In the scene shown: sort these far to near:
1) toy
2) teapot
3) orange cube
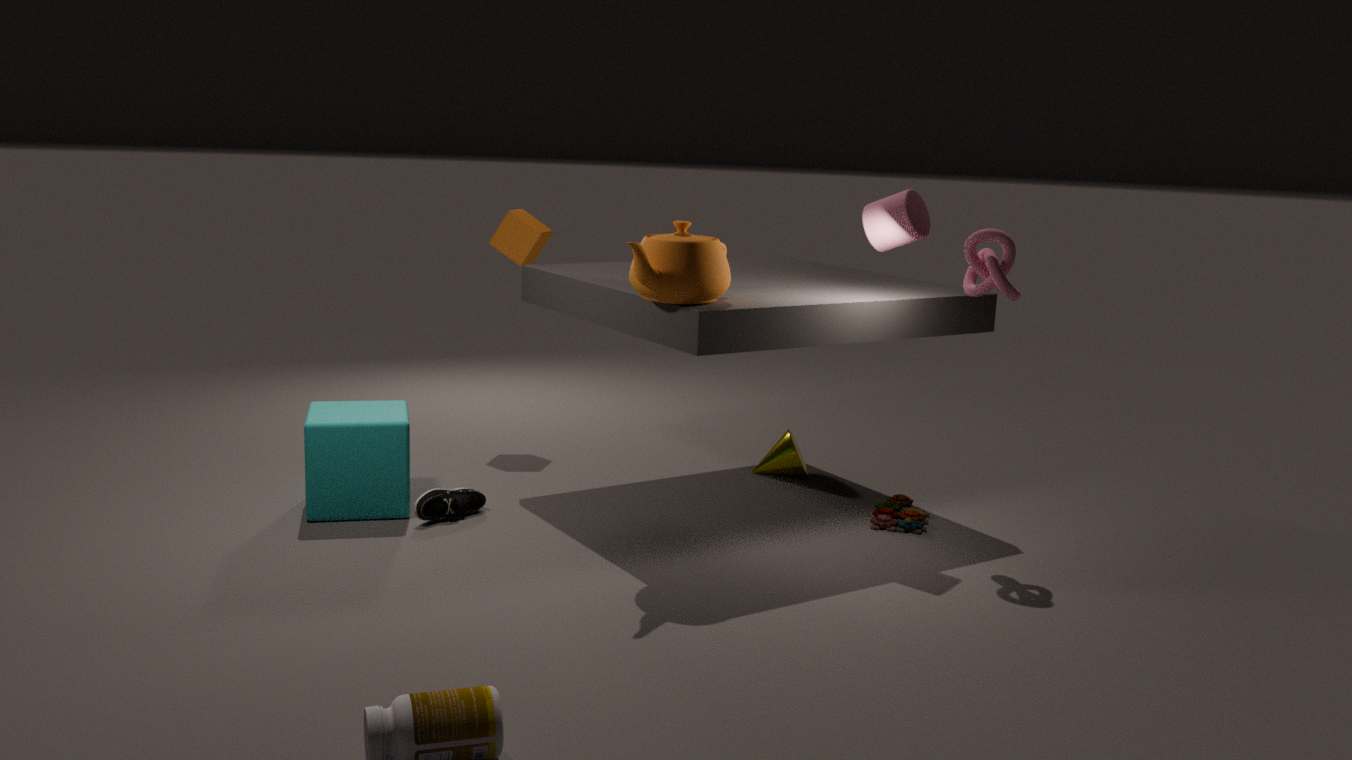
3. orange cube
1. toy
2. teapot
